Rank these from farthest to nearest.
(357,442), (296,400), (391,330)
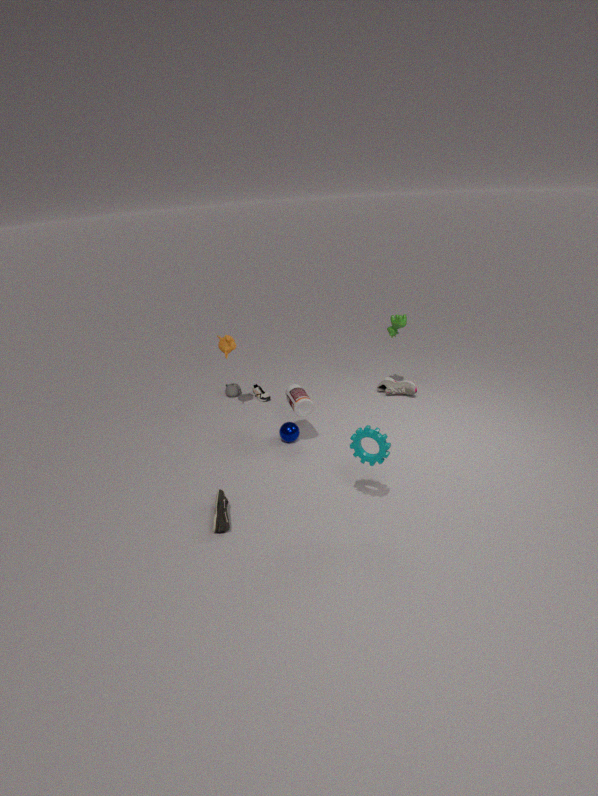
(391,330) → (296,400) → (357,442)
